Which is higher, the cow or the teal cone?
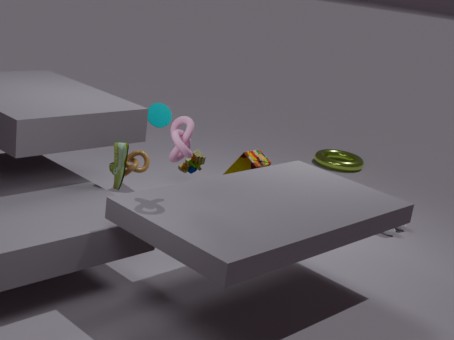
the teal cone
